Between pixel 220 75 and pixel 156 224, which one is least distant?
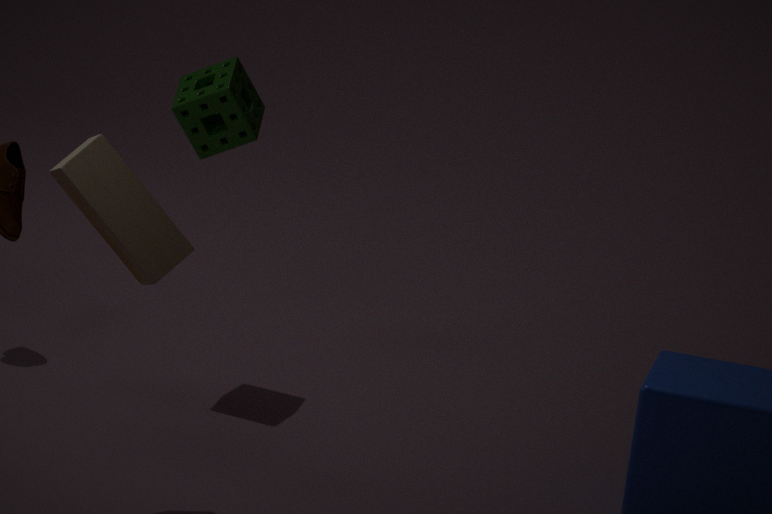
pixel 156 224
